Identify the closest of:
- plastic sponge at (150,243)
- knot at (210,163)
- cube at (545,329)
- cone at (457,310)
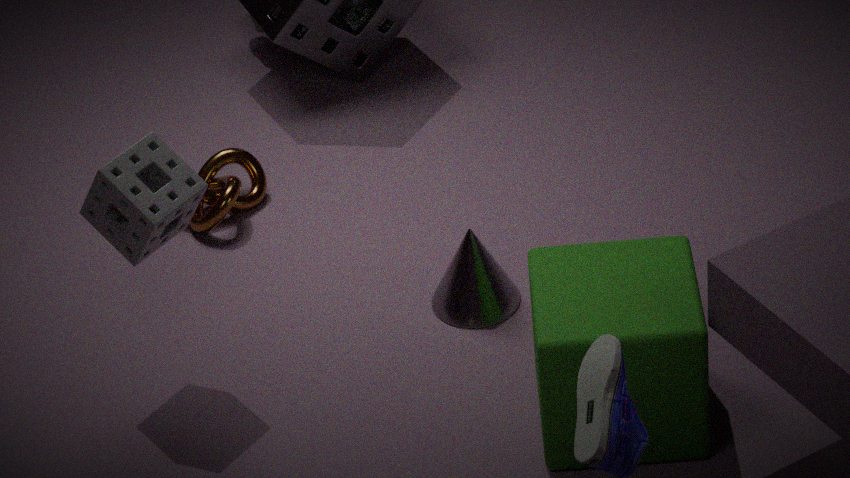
cube at (545,329)
